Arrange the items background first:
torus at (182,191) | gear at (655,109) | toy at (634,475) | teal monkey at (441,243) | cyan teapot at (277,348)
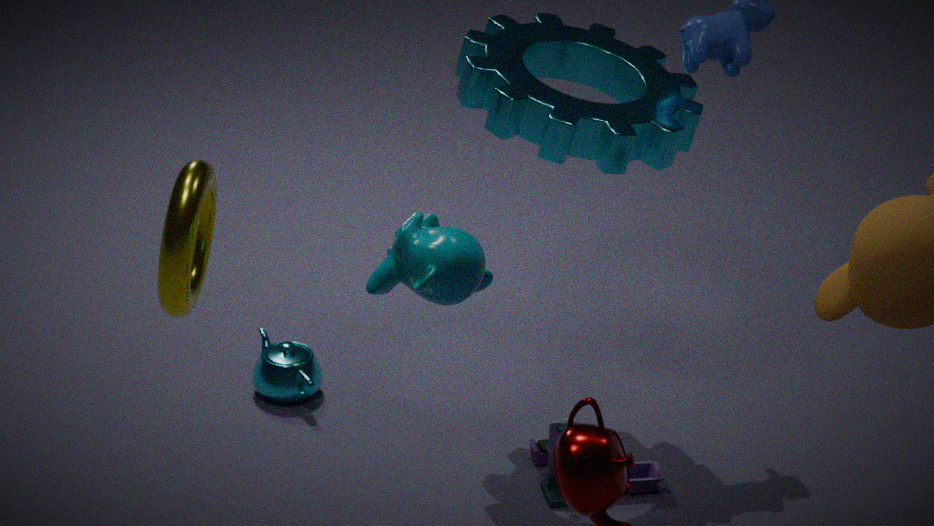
cyan teapot at (277,348), toy at (634,475), gear at (655,109), torus at (182,191), teal monkey at (441,243)
